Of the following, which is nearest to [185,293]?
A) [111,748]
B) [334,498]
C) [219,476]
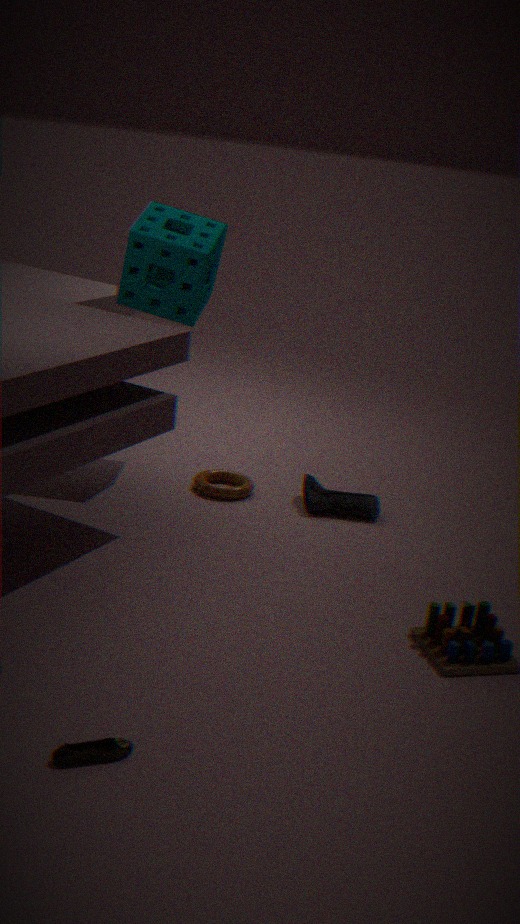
[219,476]
